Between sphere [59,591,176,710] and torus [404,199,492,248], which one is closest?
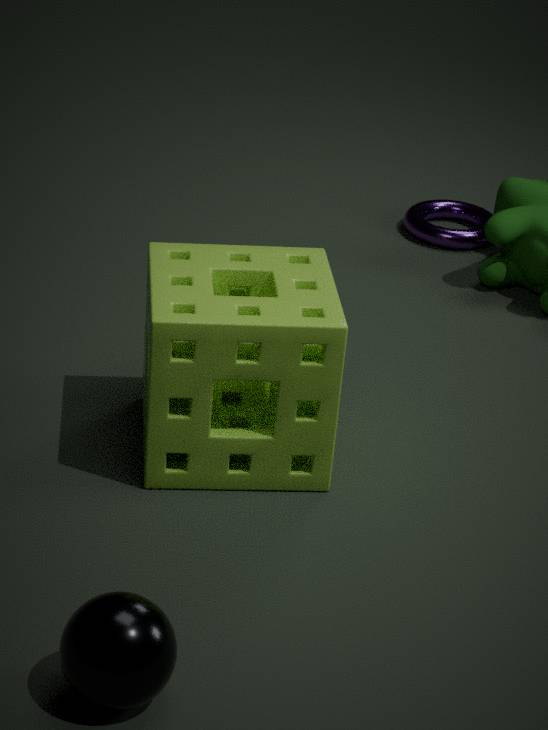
sphere [59,591,176,710]
